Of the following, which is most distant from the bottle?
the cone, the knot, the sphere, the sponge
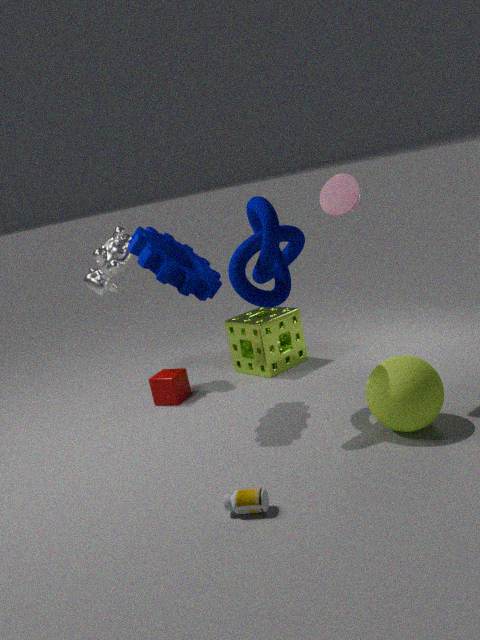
the sponge
